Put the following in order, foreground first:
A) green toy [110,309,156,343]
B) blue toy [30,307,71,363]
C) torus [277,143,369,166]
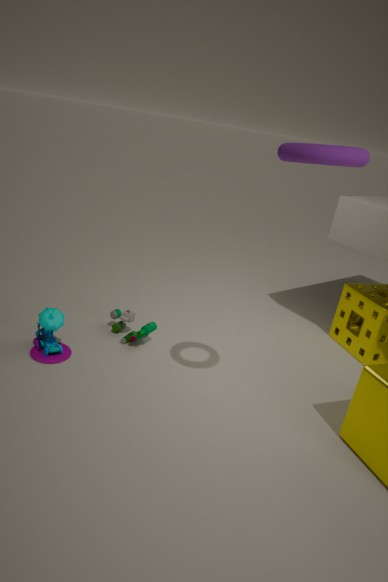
torus [277,143,369,166] → blue toy [30,307,71,363] → green toy [110,309,156,343]
